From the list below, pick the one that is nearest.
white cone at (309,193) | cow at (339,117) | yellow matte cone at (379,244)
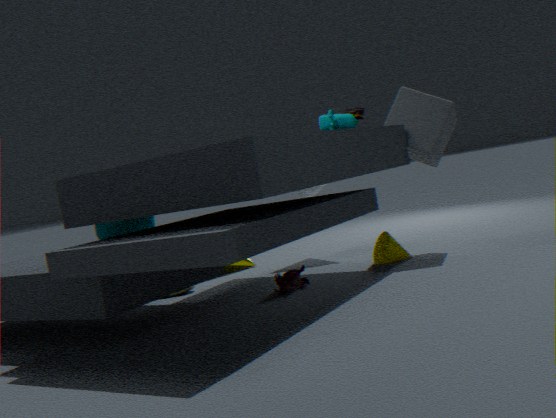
cow at (339,117)
